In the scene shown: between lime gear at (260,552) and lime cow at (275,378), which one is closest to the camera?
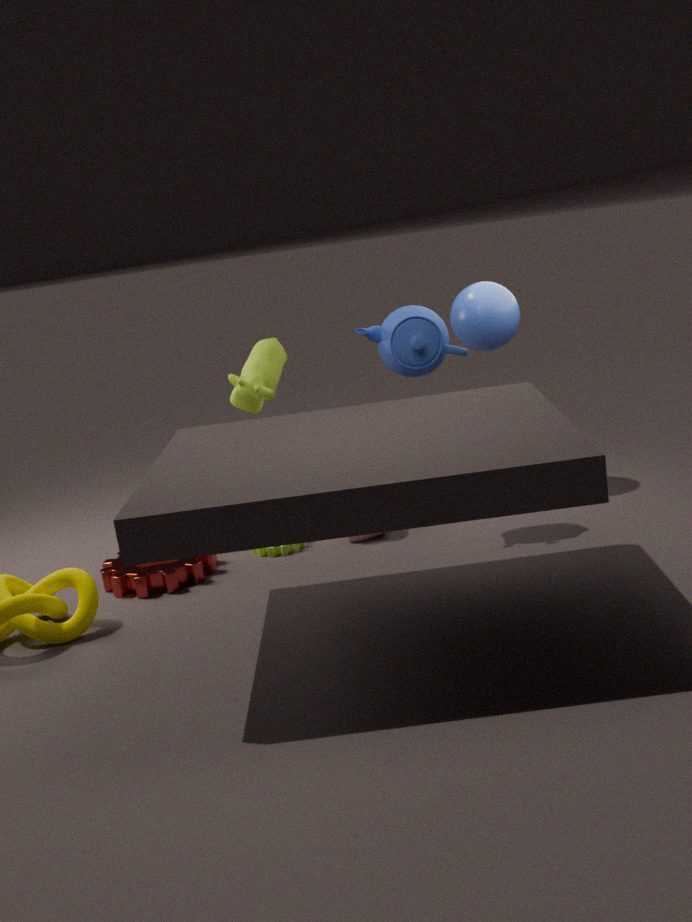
lime gear at (260,552)
